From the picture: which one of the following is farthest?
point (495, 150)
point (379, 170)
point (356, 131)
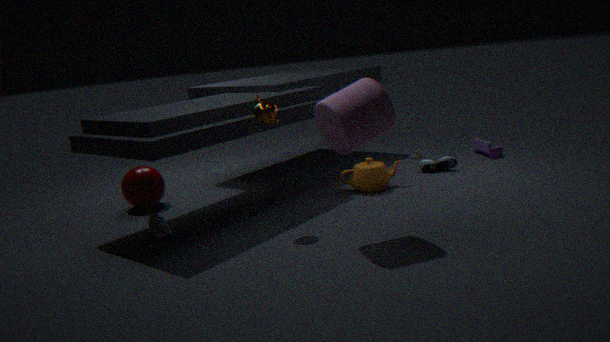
point (495, 150)
